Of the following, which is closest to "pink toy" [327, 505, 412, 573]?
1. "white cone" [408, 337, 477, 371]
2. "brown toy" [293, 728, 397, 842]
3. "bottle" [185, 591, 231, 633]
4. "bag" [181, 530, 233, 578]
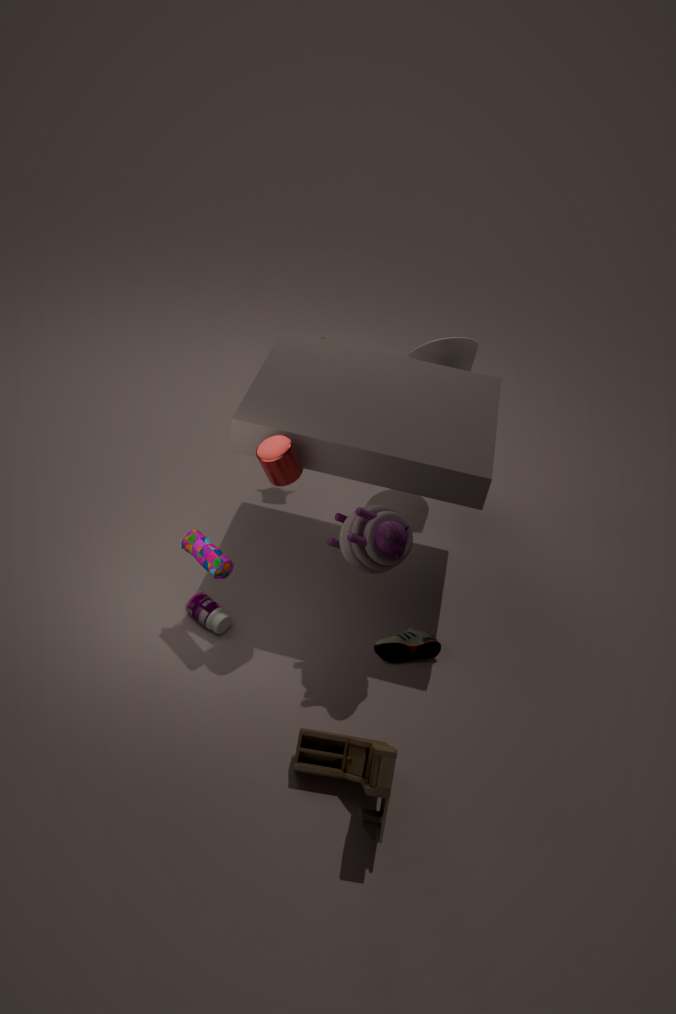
"bag" [181, 530, 233, 578]
